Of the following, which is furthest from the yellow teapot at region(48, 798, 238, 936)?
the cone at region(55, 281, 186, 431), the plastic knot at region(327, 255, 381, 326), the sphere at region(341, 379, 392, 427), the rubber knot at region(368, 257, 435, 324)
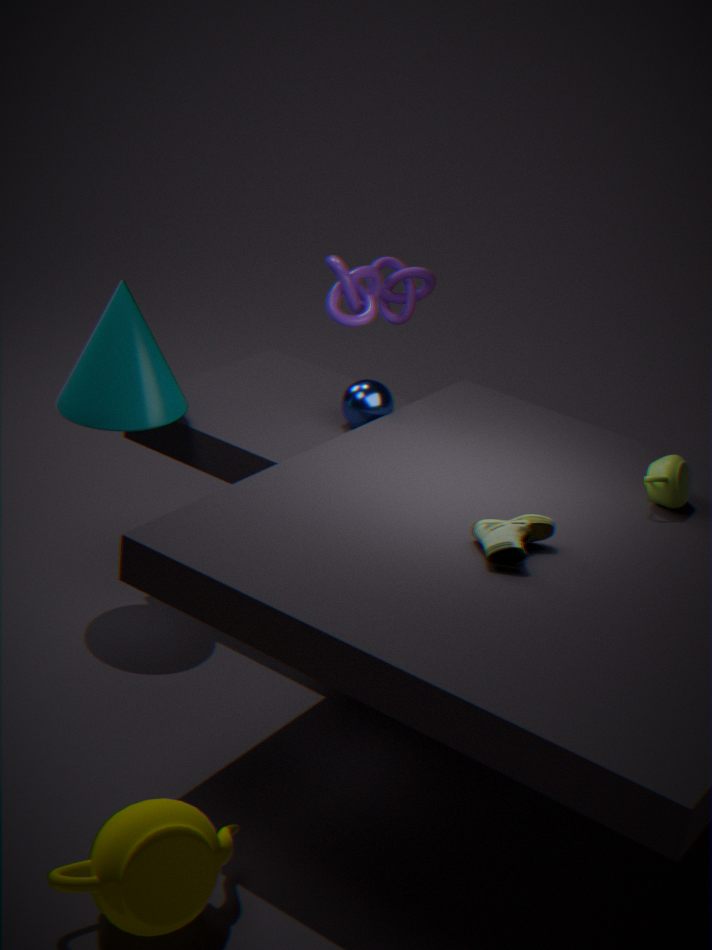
the rubber knot at region(368, 257, 435, 324)
